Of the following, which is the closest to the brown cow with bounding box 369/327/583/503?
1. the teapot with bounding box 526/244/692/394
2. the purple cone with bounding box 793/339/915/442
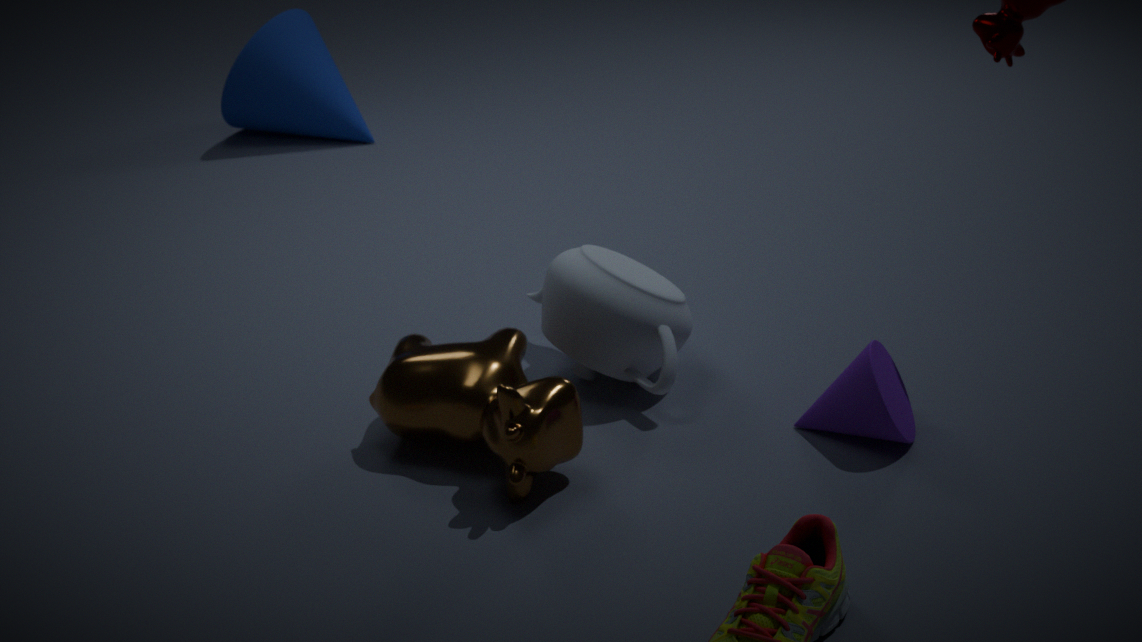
the teapot with bounding box 526/244/692/394
